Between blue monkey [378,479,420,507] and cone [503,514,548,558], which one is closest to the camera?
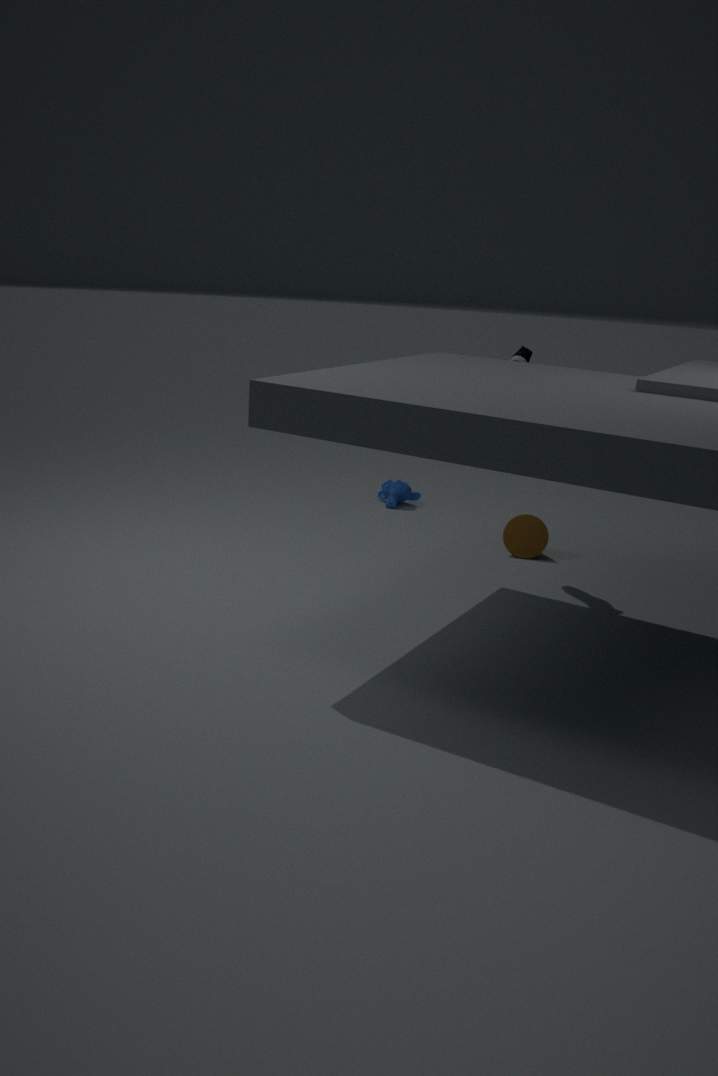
cone [503,514,548,558]
